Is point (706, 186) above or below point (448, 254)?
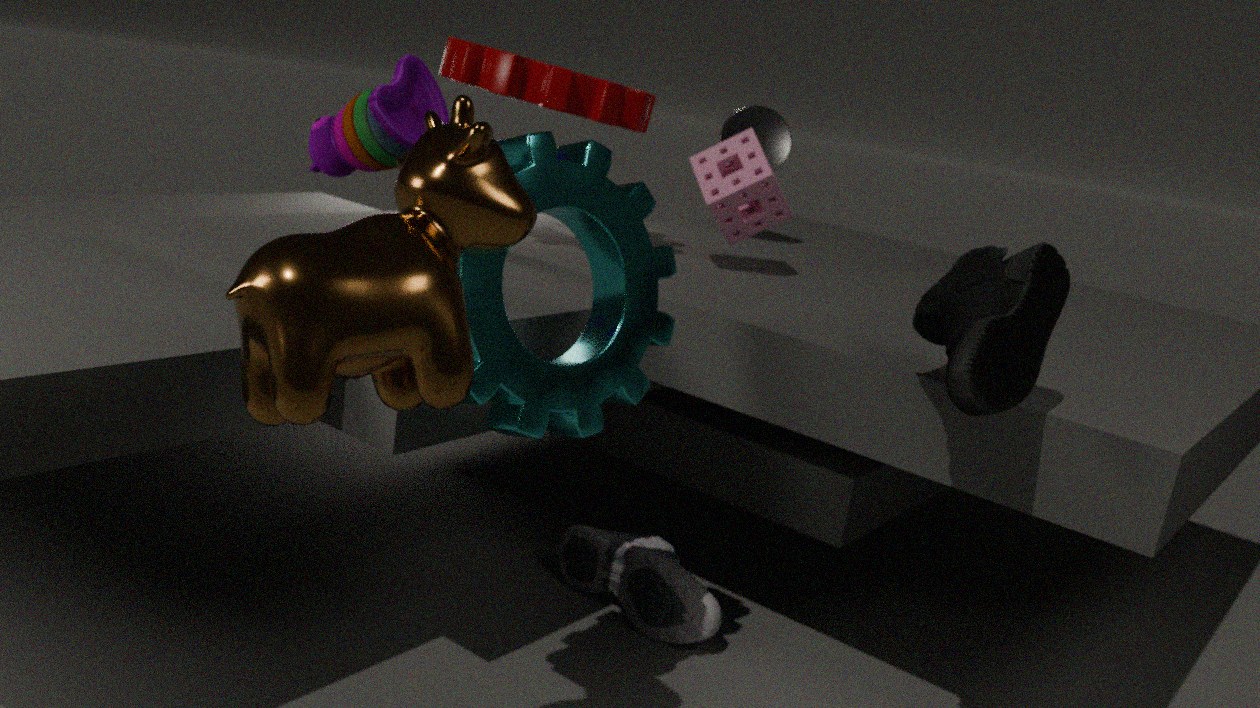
above
